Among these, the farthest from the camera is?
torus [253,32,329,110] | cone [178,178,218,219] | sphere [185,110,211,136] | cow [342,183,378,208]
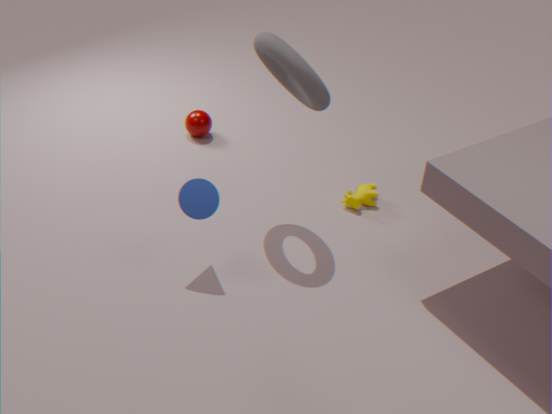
sphere [185,110,211,136]
